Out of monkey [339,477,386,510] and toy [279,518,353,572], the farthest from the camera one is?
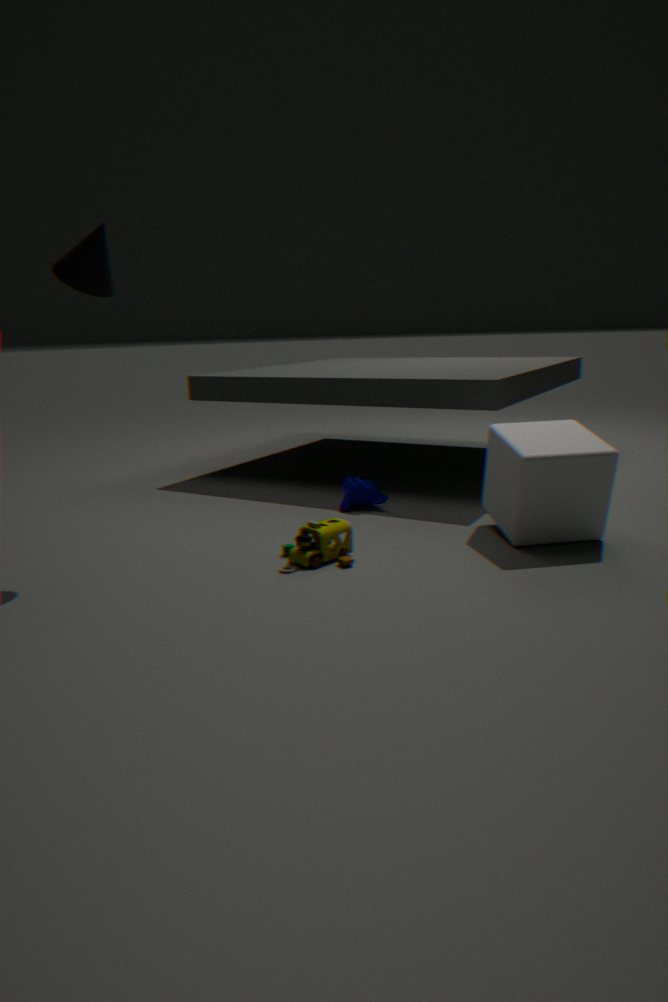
monkey [339,477,386,510]
